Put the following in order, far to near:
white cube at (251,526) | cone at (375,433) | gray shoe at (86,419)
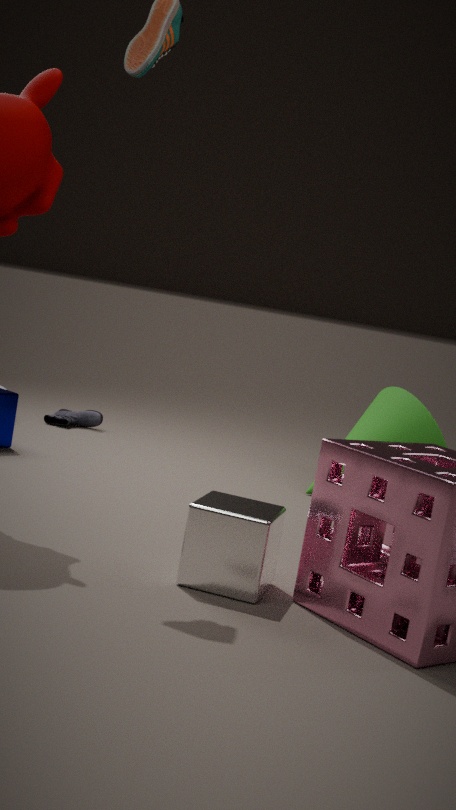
gray shoe at (86,419)
cone at (375,433)
white cube at (251,526)
